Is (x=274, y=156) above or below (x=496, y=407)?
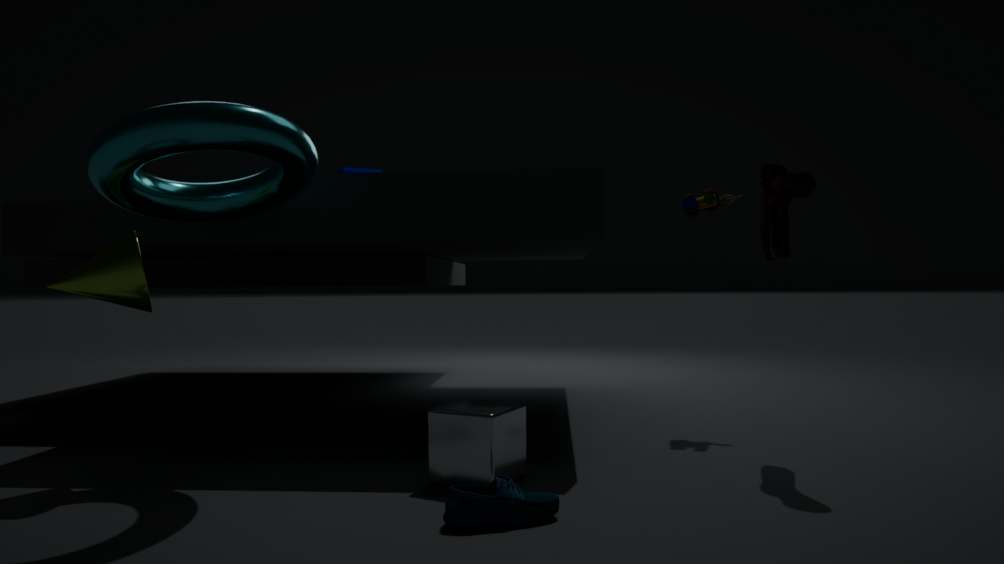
above
